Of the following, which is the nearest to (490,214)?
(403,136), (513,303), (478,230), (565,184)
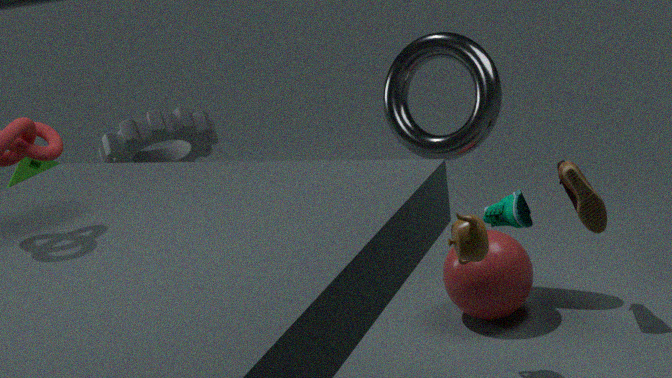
(478,230)
